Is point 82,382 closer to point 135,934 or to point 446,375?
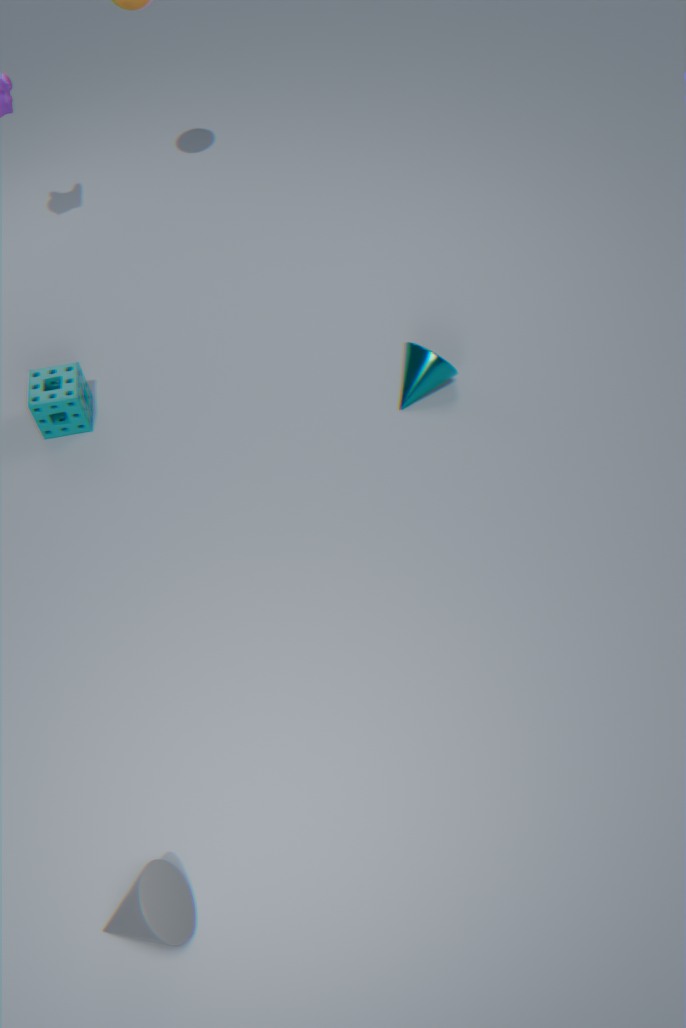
point 446,375
